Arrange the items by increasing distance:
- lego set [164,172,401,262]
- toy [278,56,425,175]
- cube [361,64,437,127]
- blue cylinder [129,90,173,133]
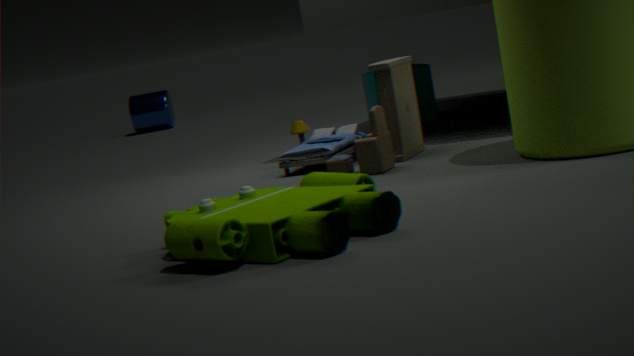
lego set [164,172,401,262], toy [278,56,425,175], cube [361,64,437,127], blue cylinder [129,90,173,133]
